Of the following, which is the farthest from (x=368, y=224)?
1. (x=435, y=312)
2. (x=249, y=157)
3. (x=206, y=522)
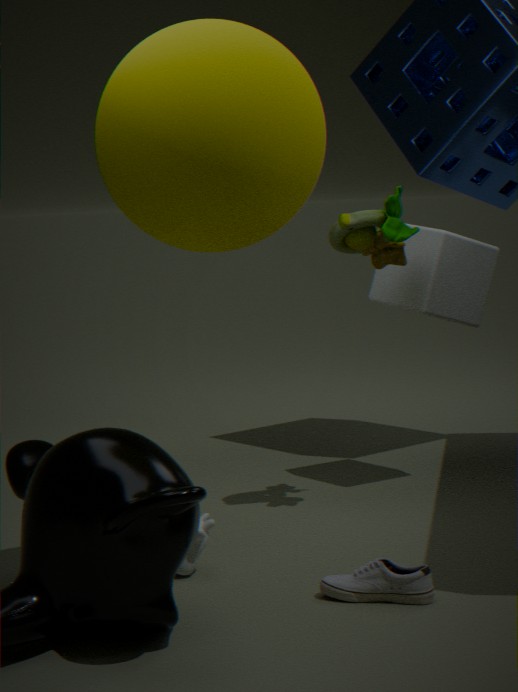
(x=206, y=522)
